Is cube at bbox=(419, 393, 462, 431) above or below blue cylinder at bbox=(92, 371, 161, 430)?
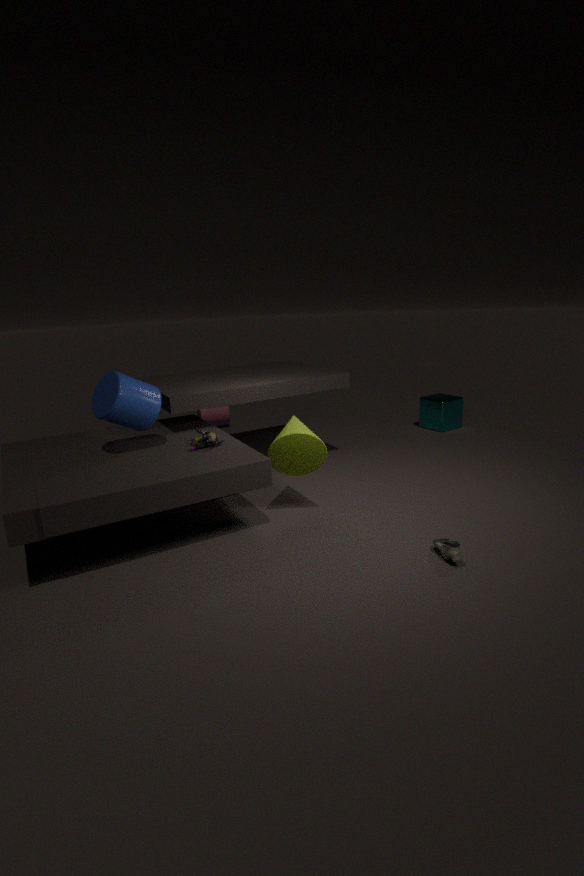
below
